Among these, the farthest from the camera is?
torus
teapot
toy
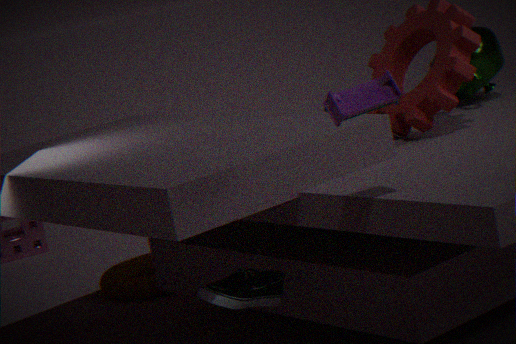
torus
